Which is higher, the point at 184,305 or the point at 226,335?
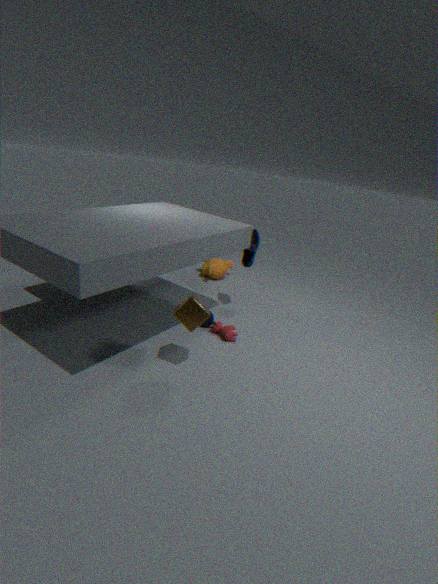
the point at 184,305
